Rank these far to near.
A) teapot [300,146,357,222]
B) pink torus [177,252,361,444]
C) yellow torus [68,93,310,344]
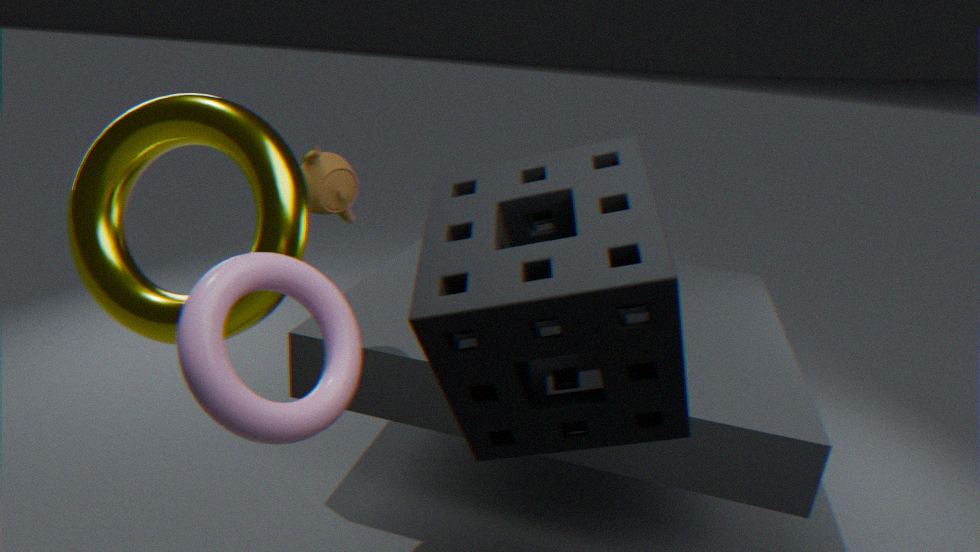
teapot [300,146,357,222]
yellow torus [68,93,310,344]
pink torus [177,252,361,444]
